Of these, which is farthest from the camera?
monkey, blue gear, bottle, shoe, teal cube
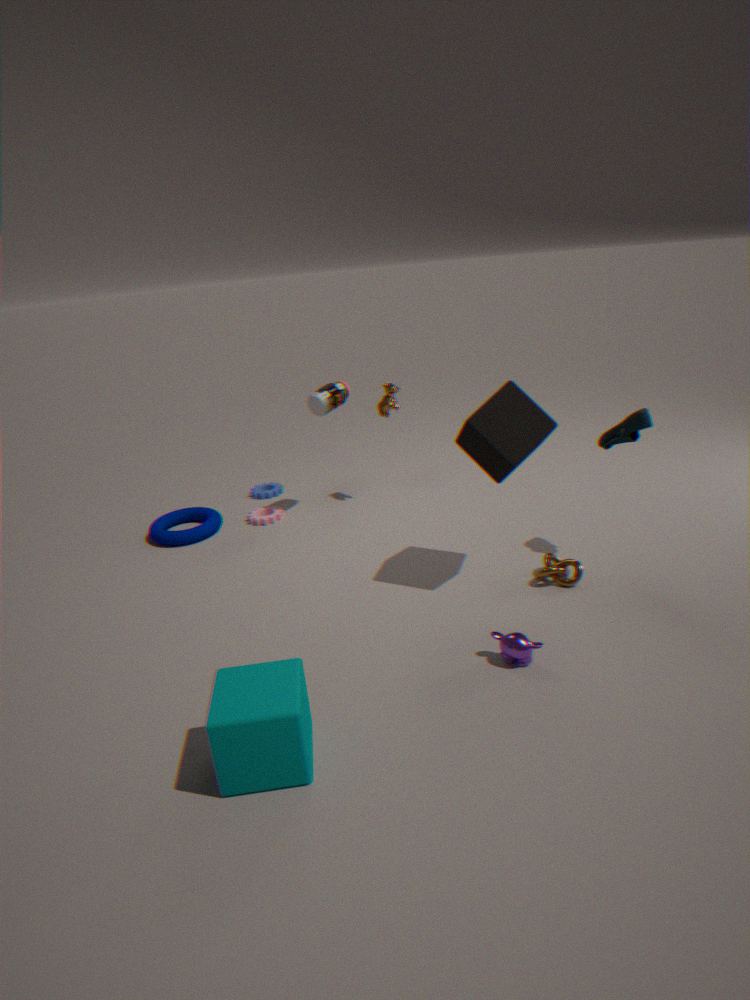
blue gear
